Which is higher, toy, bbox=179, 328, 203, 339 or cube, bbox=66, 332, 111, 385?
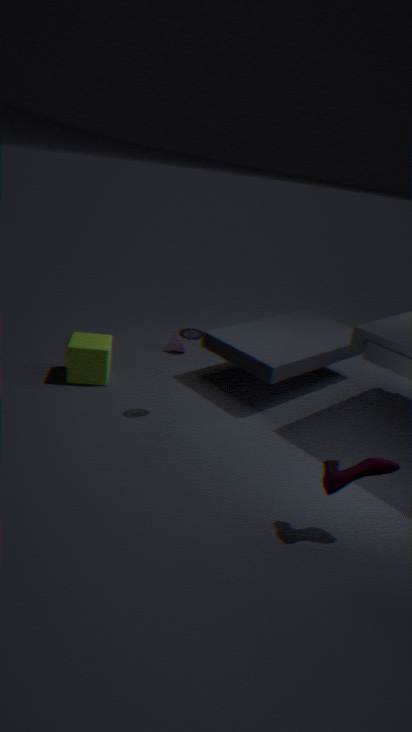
toy, bbox=179, 328, 203, 339
